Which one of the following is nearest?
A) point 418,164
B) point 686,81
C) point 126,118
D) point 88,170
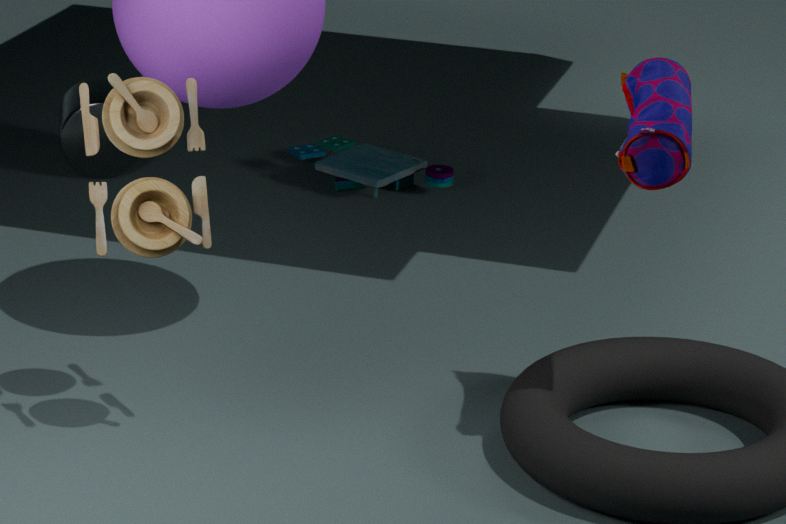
point 686,81
